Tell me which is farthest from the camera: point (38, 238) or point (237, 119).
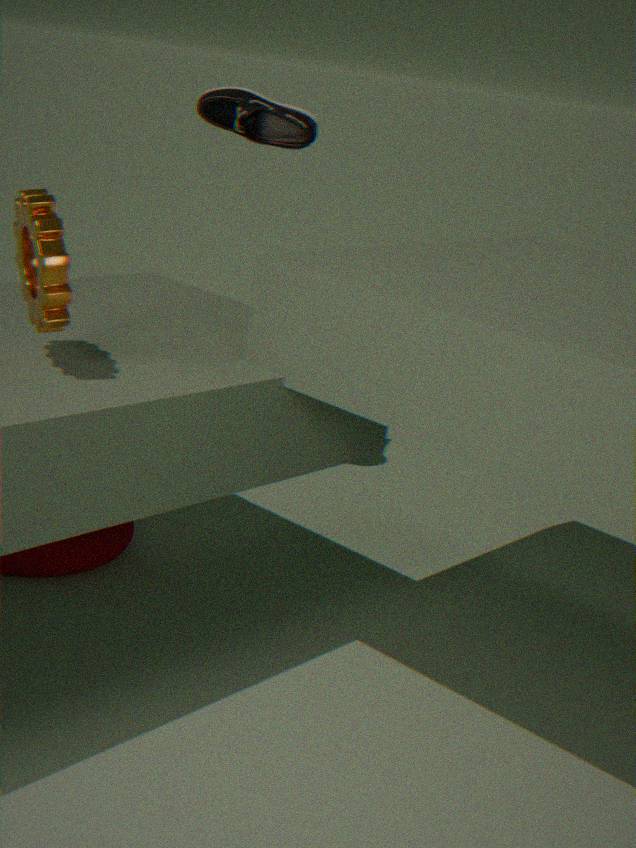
point (237, 119)
